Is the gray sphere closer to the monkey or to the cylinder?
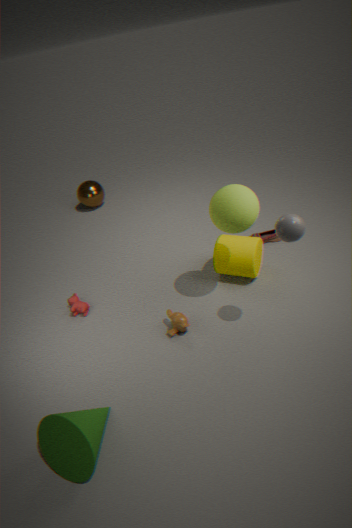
the cylinder
